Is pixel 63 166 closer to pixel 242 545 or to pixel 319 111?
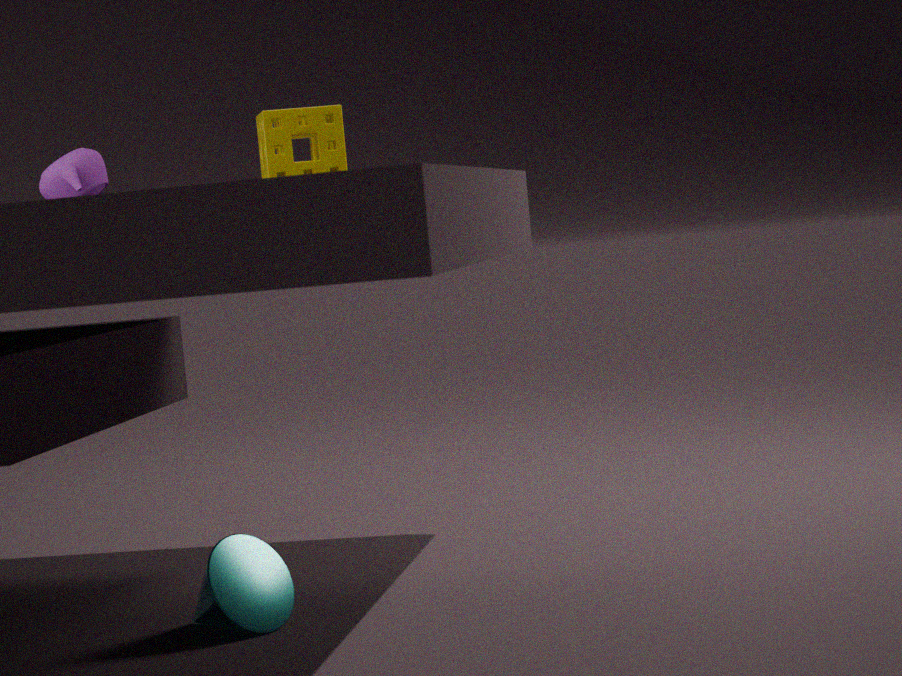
pixel 319 111
